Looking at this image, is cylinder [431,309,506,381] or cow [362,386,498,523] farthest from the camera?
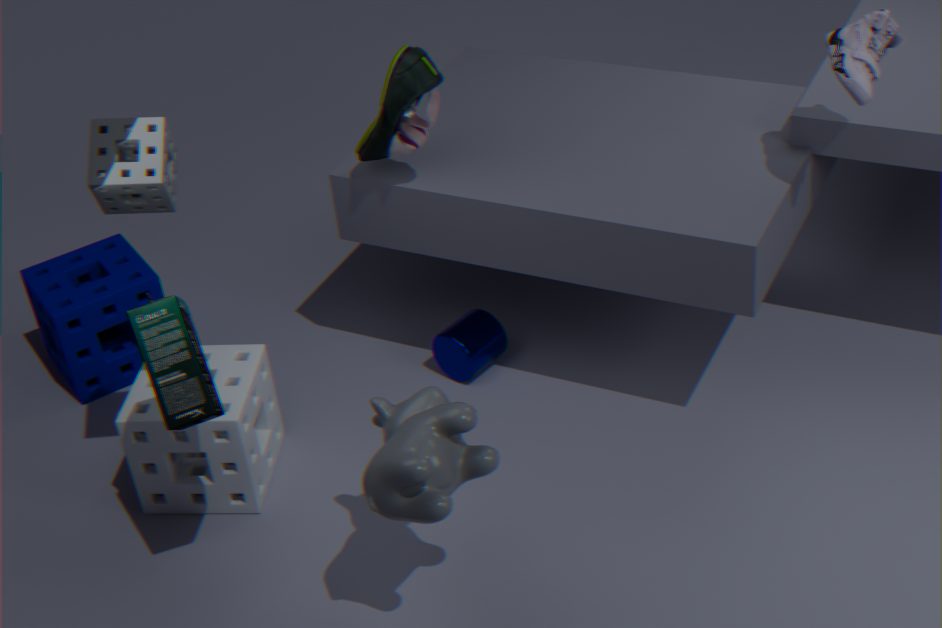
cylinder [431,309,506,381]
